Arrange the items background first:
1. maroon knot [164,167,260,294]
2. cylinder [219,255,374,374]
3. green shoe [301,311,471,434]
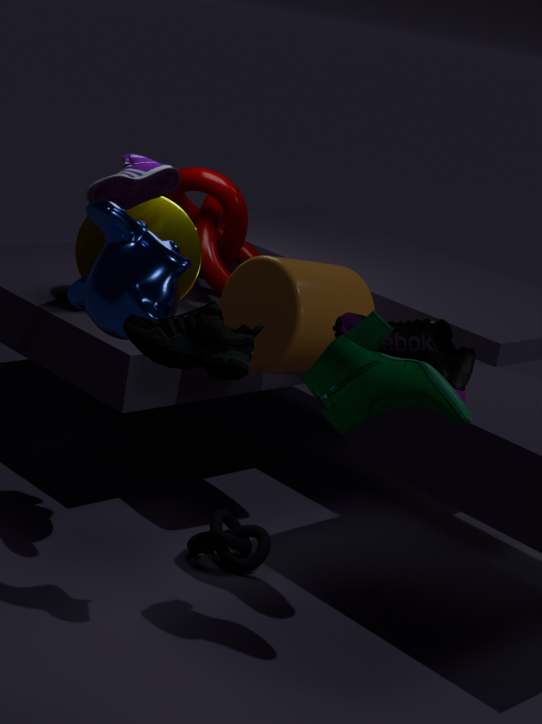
maroon knot [164,167,260,294]
cylinder [219,255,374,374]
green shoe [301,311,471,434]
